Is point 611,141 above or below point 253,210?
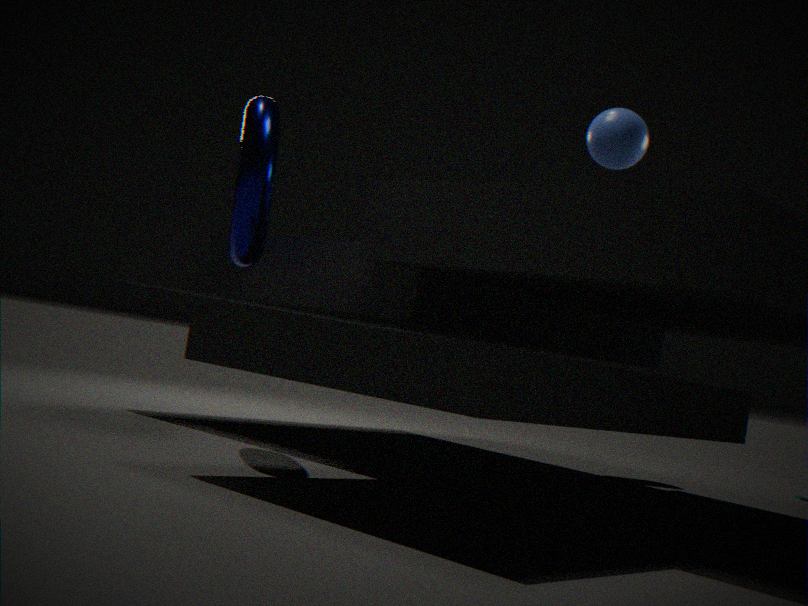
above
